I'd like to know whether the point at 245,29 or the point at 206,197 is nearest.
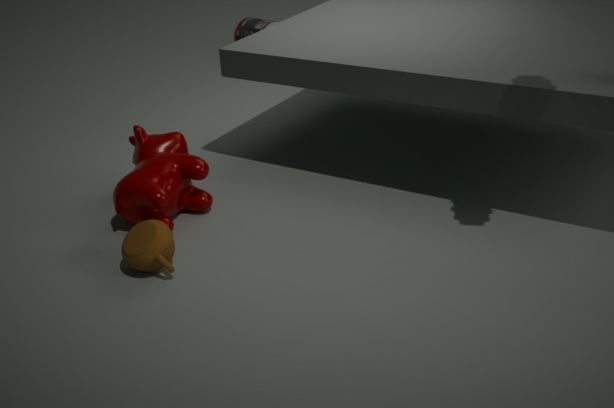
the point at 206,197
